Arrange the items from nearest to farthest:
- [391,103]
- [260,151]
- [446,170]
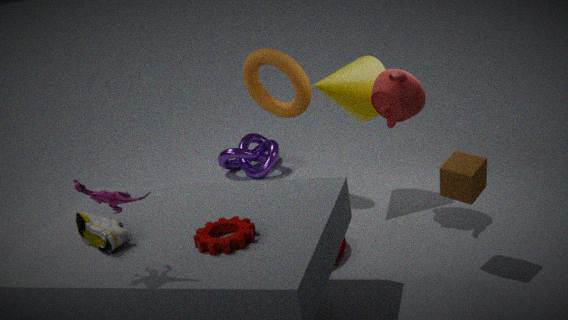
[446,170]
[391,103]
[260,151]
